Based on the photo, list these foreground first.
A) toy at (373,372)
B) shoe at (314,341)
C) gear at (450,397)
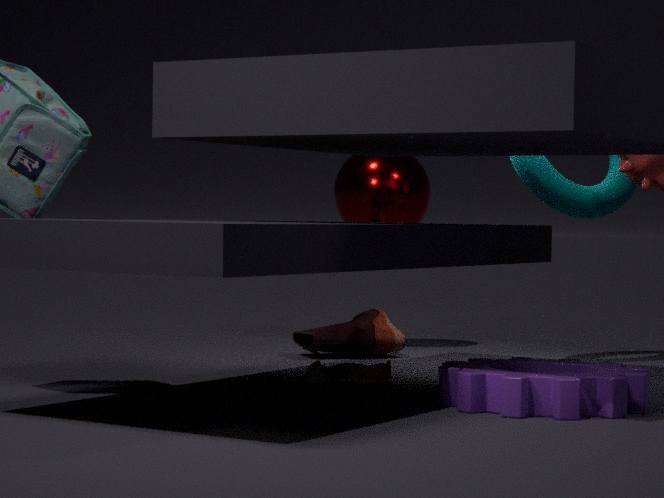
1. gear at (450,397)
2. toy at (373,372)
3. shoe at (314,341)
